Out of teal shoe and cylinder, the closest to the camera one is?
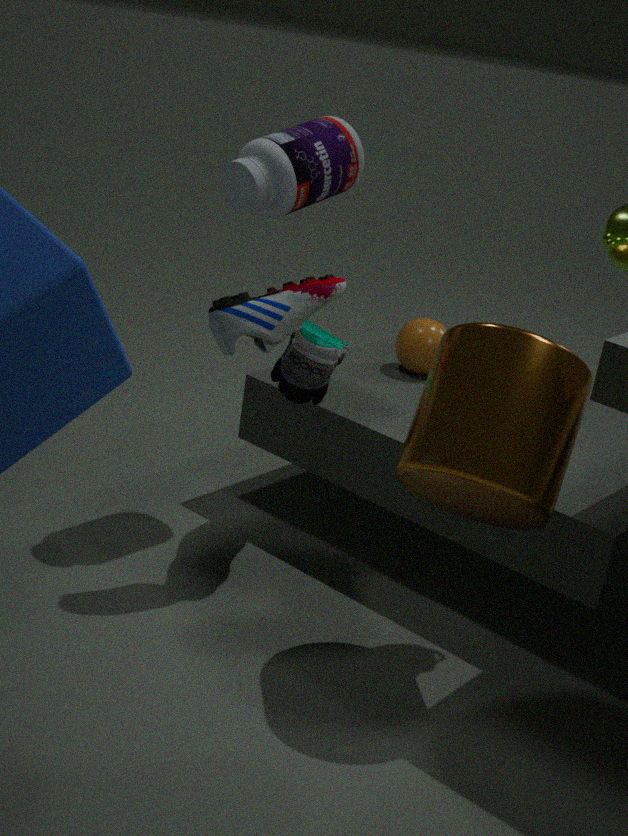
cylinder
